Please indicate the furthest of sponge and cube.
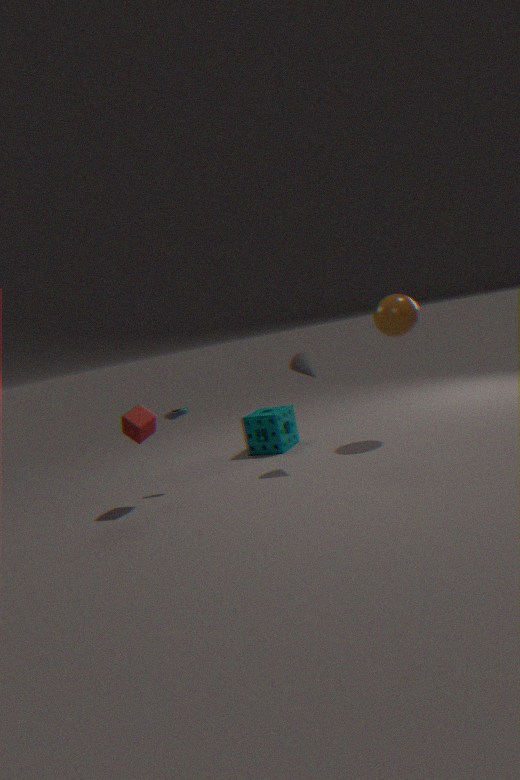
sponge
